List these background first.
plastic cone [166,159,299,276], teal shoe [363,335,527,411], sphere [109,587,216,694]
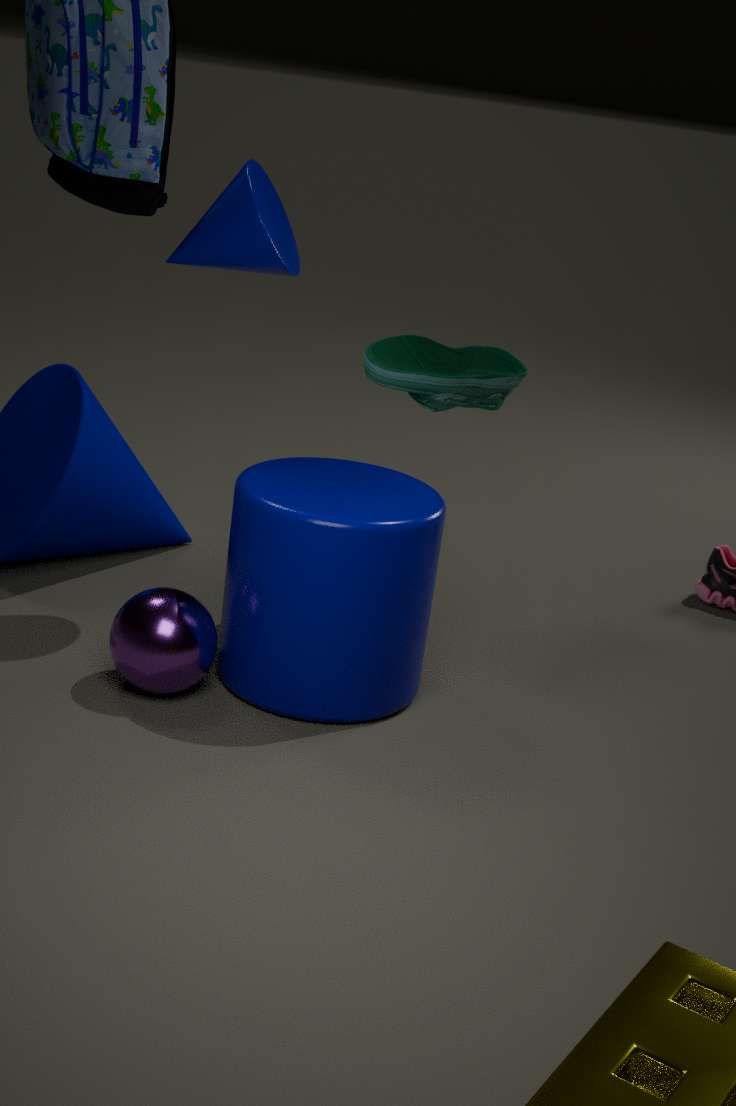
teal shoe [363,335,527,411], plastic cone [166,159,299,276], sphere [109,587,216,694]
